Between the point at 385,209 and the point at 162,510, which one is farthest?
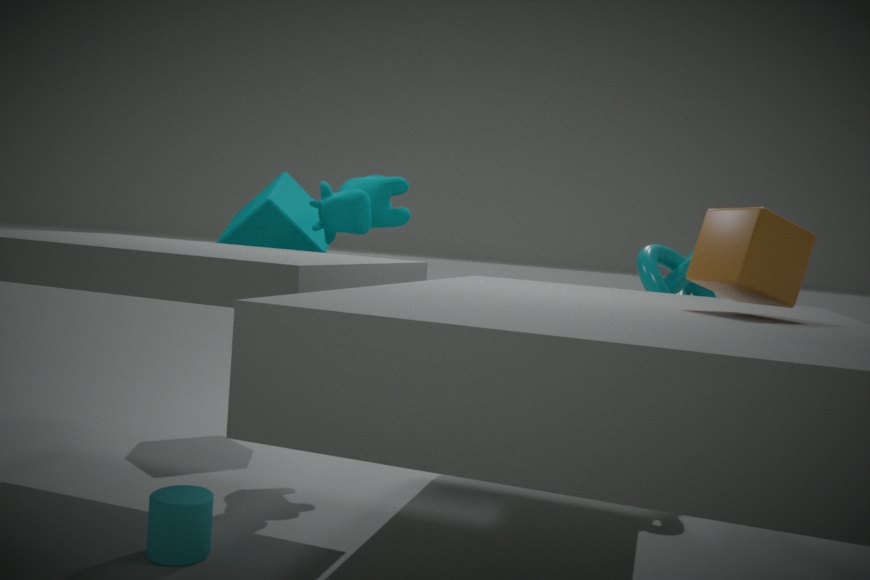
the point at 385,209
